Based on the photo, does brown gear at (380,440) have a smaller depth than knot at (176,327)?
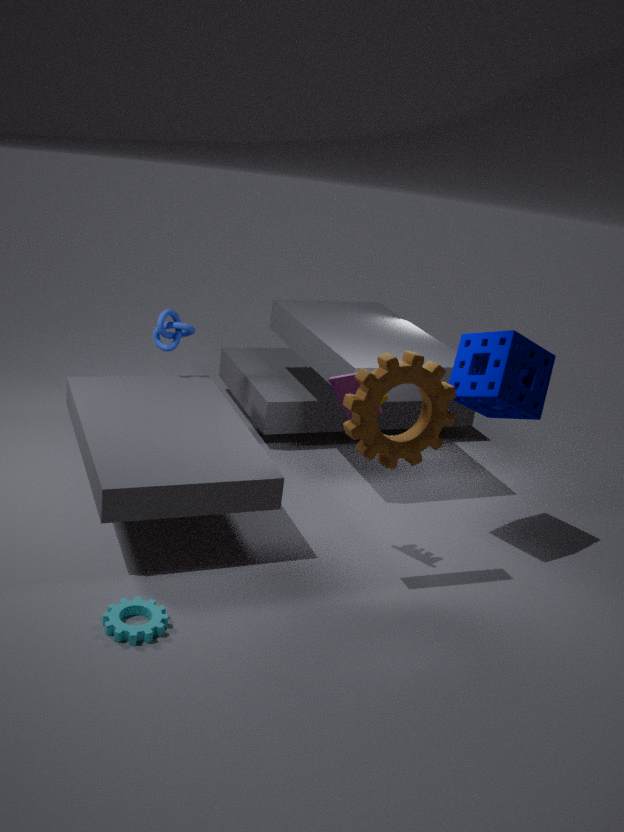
Yes
